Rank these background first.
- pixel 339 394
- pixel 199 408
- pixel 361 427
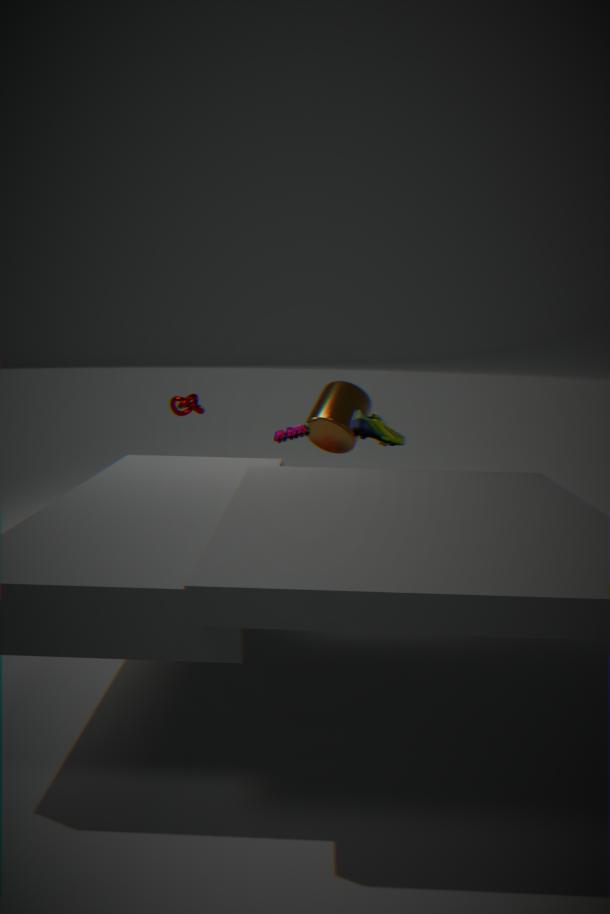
pixel 199 408
pixel 339 394
pixel 361 427
